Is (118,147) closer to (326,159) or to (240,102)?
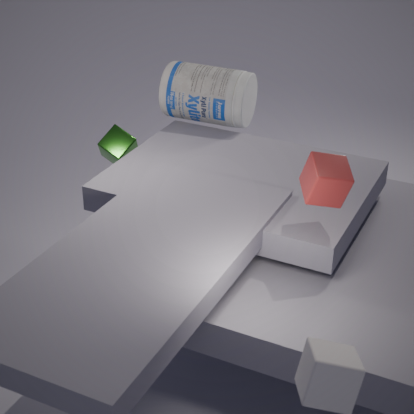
(240,102)
